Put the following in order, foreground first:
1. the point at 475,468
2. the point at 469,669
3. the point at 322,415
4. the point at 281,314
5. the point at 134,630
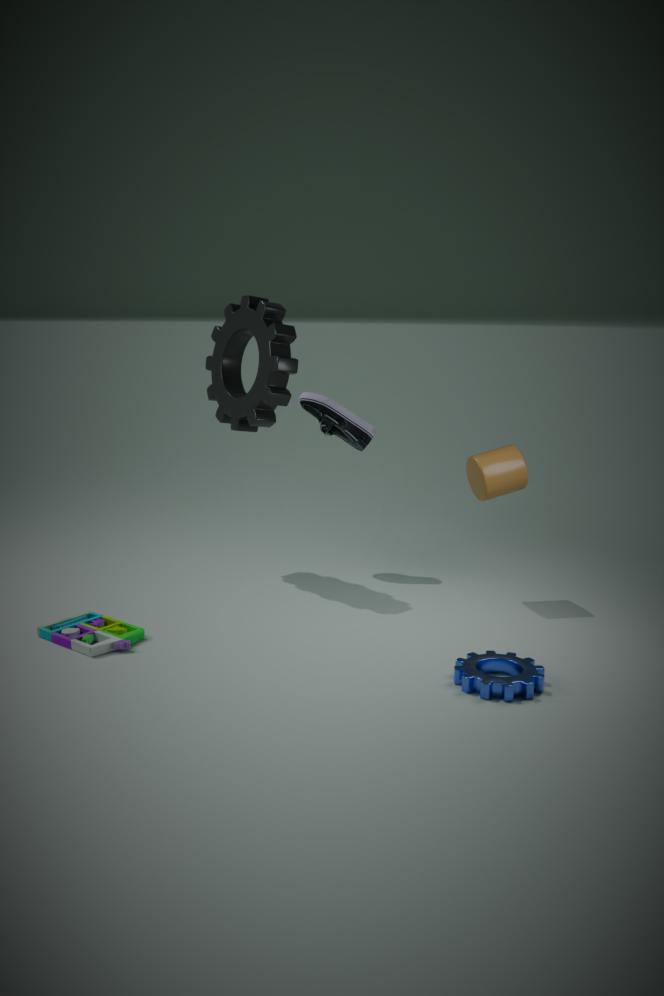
Result: 1. the point at 469,669
2. the point at 134,630
3. the point at 475,468
4. the point at 281,314
5. the point at 322,415
